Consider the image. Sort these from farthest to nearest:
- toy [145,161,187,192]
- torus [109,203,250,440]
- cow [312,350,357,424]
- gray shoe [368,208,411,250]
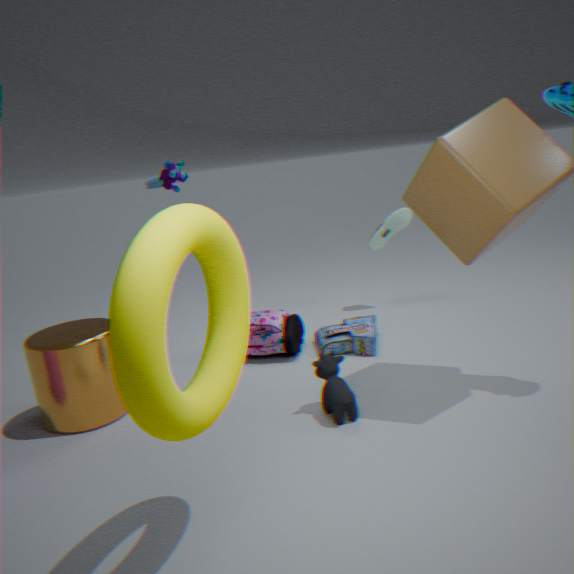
gray shoe [368,208,411,250] < toy [145,161,187,192] < cow [312,350,357,424] < torus [109,203,250,440]
